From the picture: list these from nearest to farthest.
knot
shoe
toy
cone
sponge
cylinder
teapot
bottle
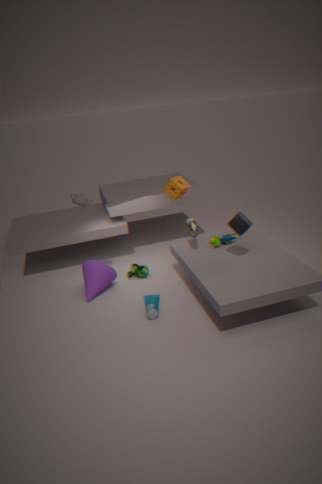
cylinder < bottle < teapot < shoe < sponge < toy < cone < knot
